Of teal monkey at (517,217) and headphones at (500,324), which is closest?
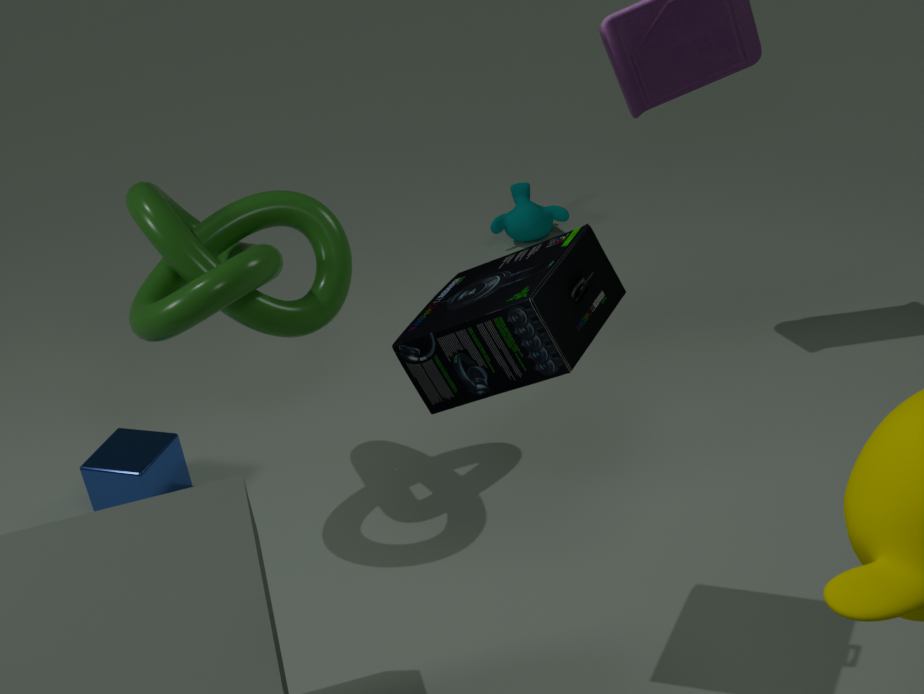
headphones at (500,324)
